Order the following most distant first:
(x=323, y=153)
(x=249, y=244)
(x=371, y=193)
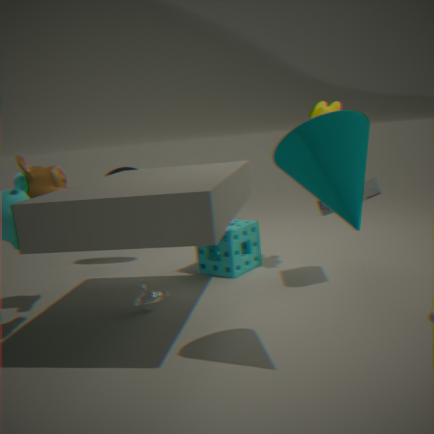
(x=249, y=244), (x=371, y=193), (x=323, y=153)
